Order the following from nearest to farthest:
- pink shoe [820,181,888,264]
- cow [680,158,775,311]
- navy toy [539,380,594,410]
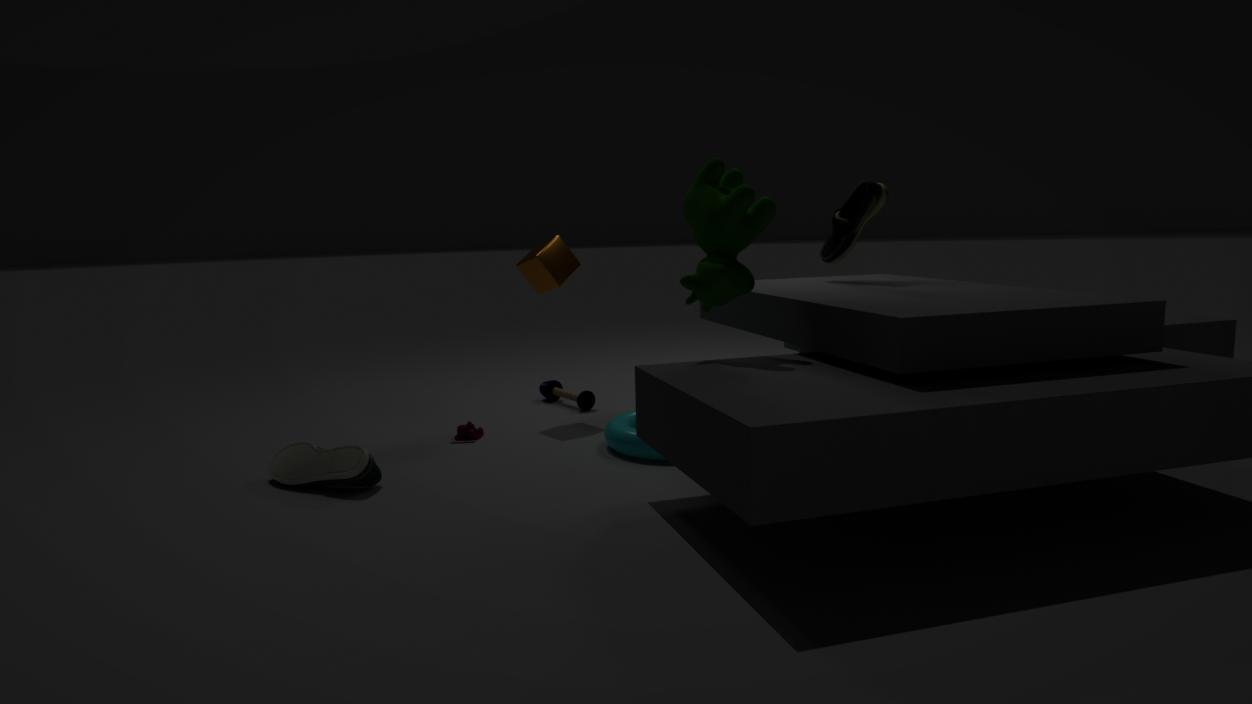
cow [680,158,775,311]
pink shoe [820,181,888,264]
navy toy [539,380,594,410]
